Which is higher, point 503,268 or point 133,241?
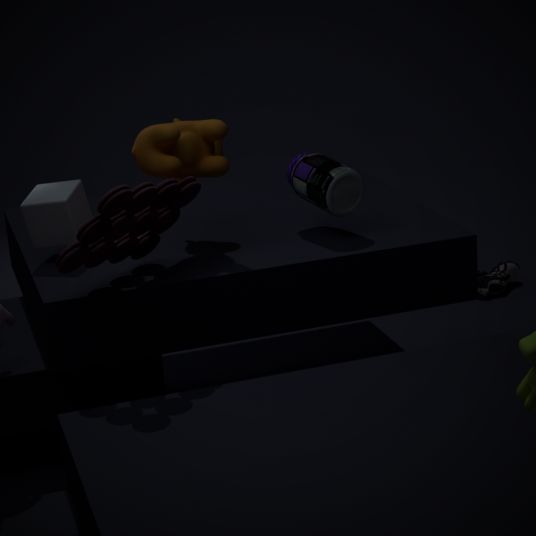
point 133,241
